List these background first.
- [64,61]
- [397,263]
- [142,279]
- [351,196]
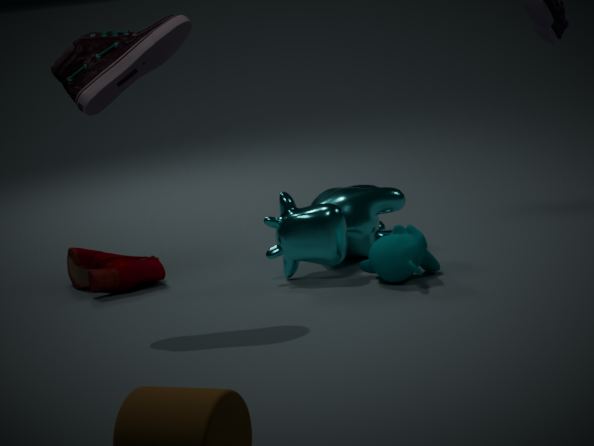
1. [351,196]
2. [142,279]
3. [397,263]
4. [64,61]
